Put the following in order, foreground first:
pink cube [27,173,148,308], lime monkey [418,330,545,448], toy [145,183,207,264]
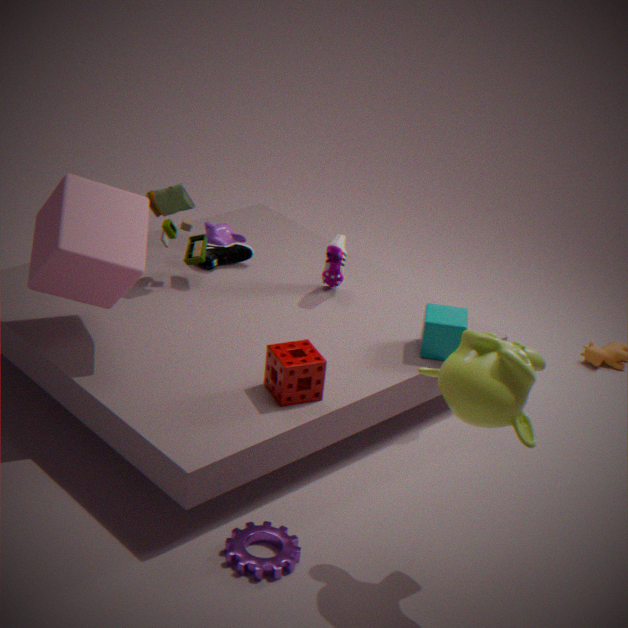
1. lime monkey [418,330,545,448]
2. pink cube [27,173,148,308]
3. toy [145,183,207,264]
